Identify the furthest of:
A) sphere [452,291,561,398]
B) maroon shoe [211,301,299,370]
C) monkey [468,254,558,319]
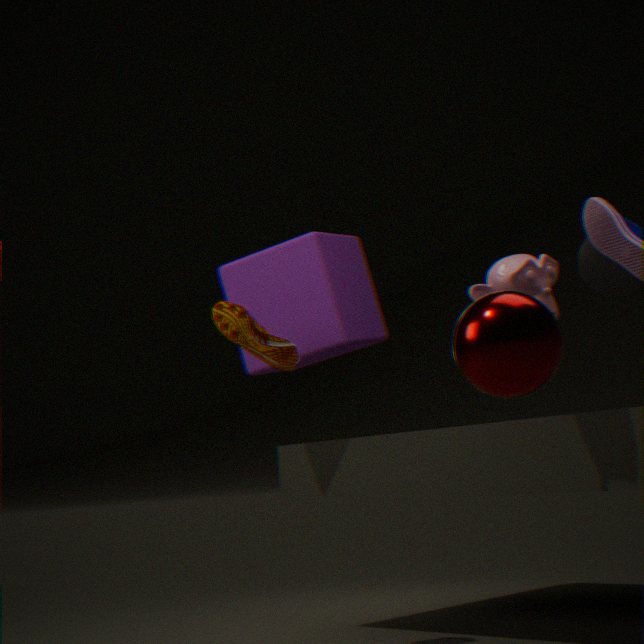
maroon shoe [211,301,299,370]
